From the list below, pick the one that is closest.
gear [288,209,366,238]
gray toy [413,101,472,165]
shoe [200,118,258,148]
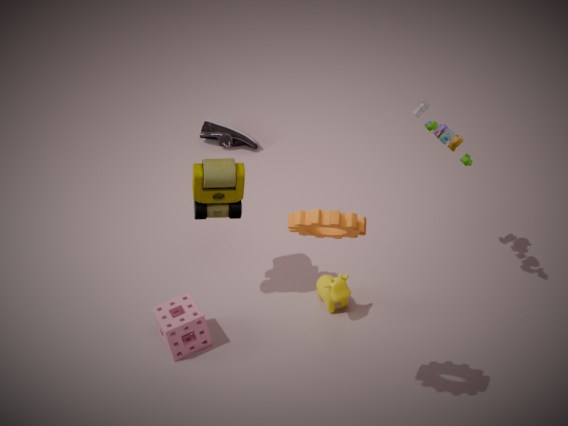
gear [288,209,366,238]
